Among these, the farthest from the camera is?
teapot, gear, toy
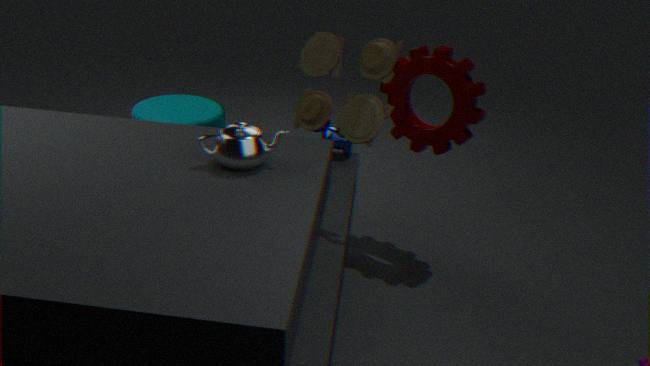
gear
